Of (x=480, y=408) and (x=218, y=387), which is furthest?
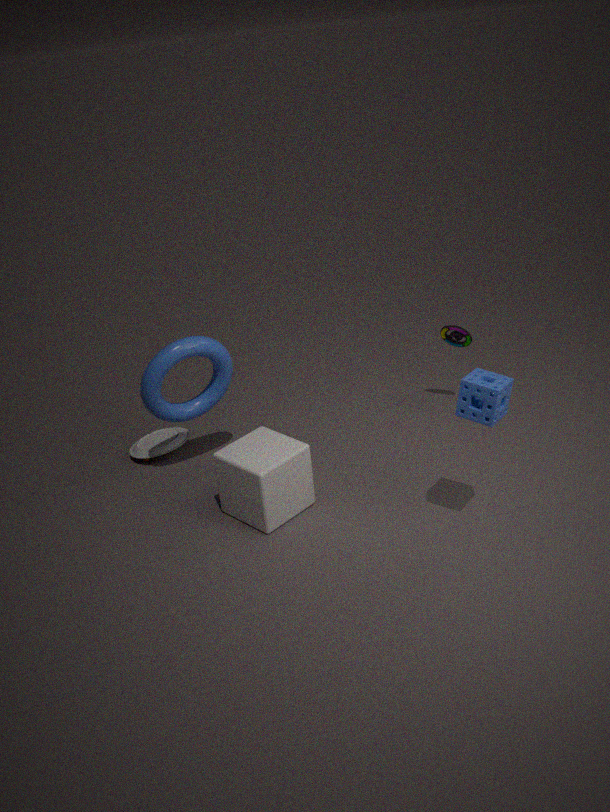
(x=218, y=387)
